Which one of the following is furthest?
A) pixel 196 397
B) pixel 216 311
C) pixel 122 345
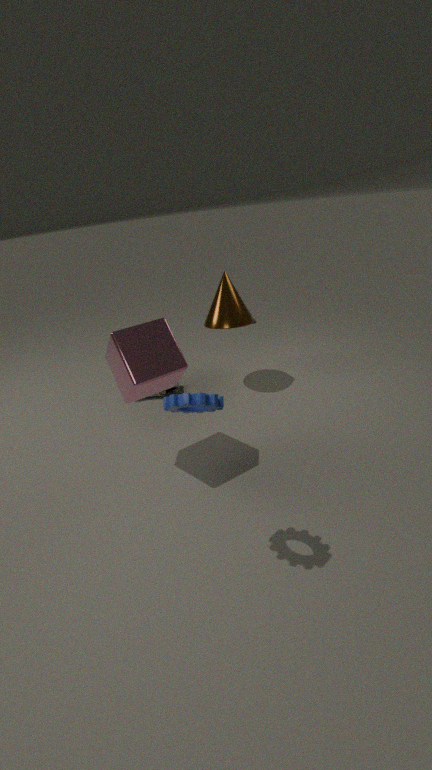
pixel 216 311
